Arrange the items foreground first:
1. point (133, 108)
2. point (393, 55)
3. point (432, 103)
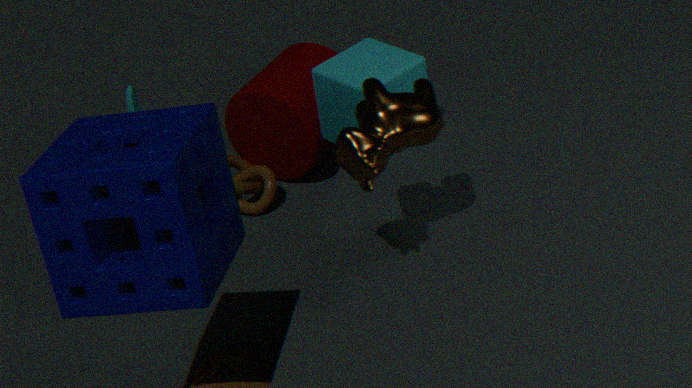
1. point (432, 103)
2. point (393, 55)
3. point (133, 108)
